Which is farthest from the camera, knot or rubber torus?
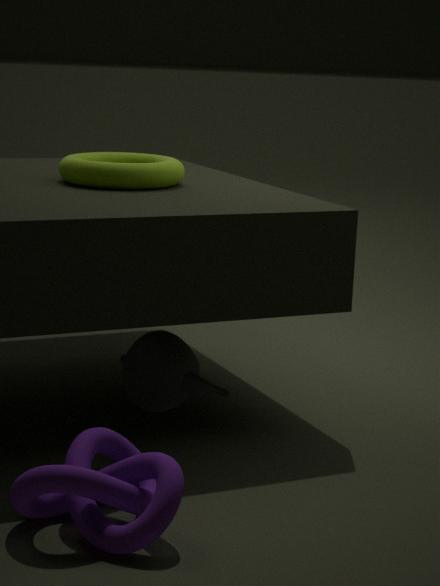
rubber torus
